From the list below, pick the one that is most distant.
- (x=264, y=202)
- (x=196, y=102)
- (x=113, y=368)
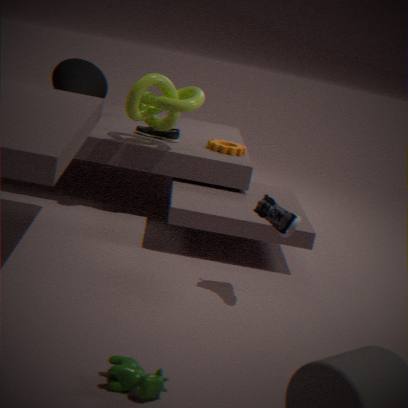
(x=196, y=102)
